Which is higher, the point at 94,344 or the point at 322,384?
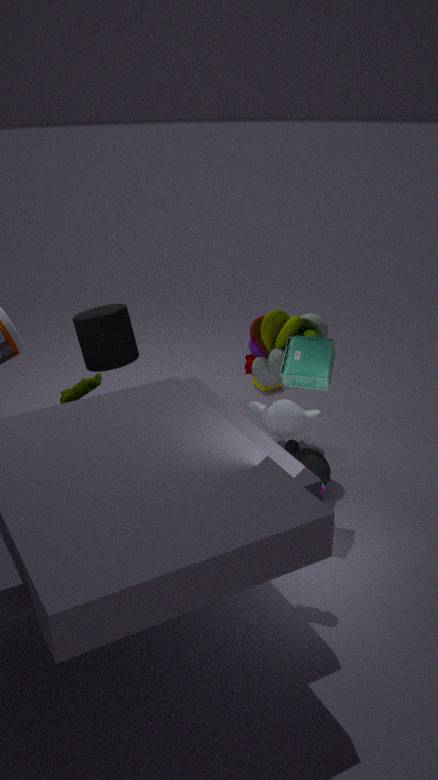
the point at 322,384
